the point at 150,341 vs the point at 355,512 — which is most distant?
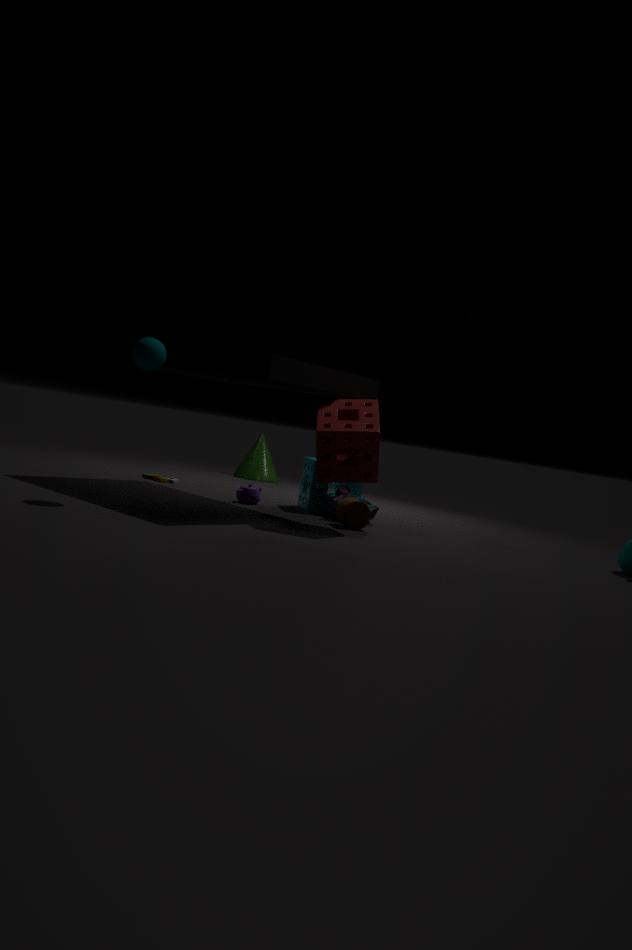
the point at 355,512
